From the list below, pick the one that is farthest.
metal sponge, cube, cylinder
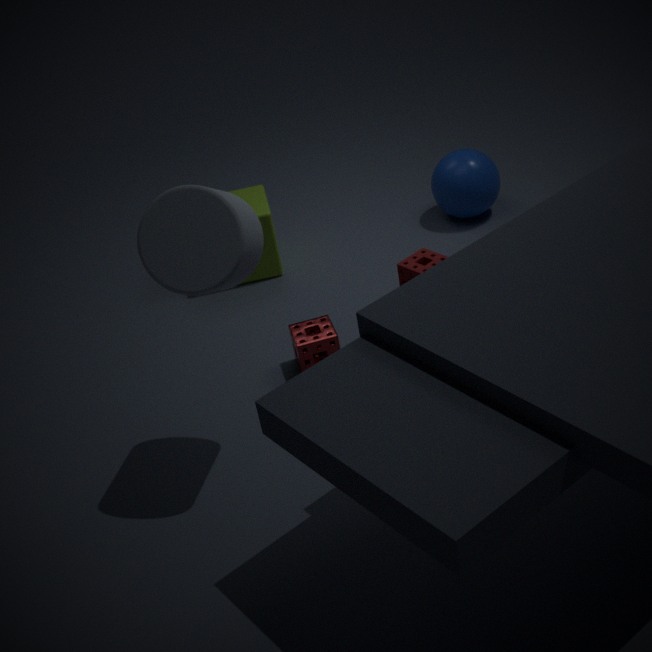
cube
